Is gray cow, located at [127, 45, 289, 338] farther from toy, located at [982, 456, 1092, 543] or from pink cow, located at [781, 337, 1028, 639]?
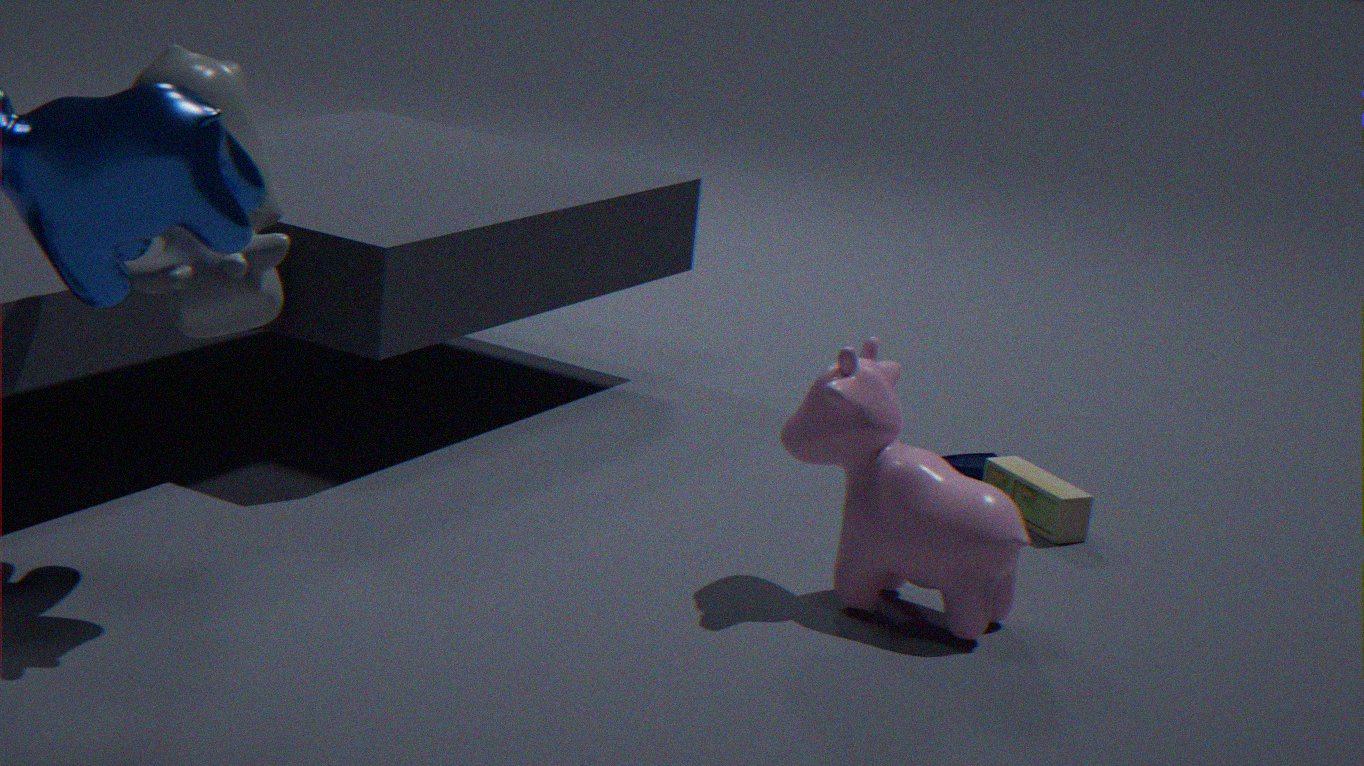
toy, located at [982, 456, 1092, 543]
